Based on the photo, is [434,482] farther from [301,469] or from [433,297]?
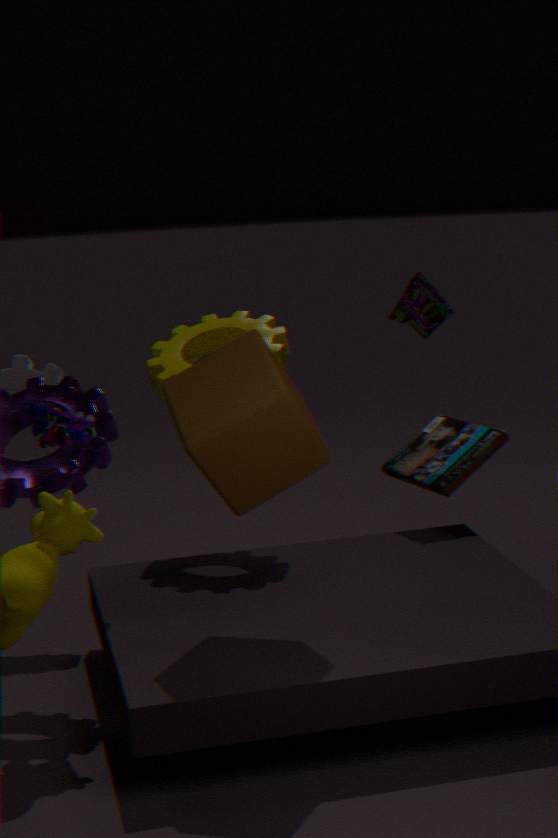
[301,469]
